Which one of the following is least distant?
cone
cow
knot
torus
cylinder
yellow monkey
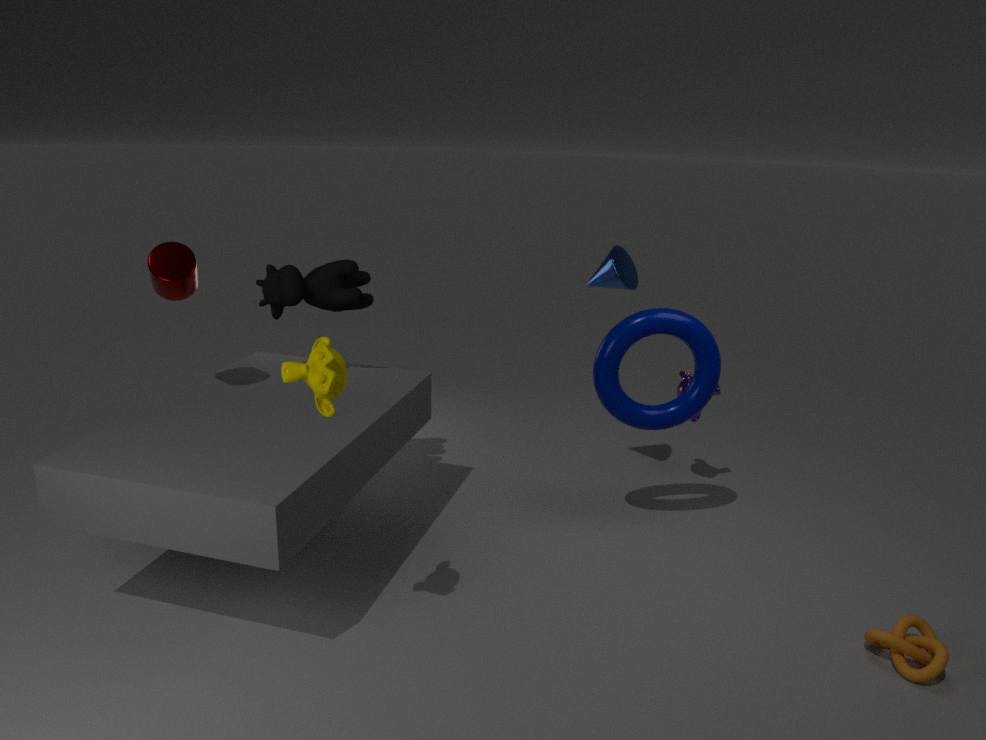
yellow monkey
